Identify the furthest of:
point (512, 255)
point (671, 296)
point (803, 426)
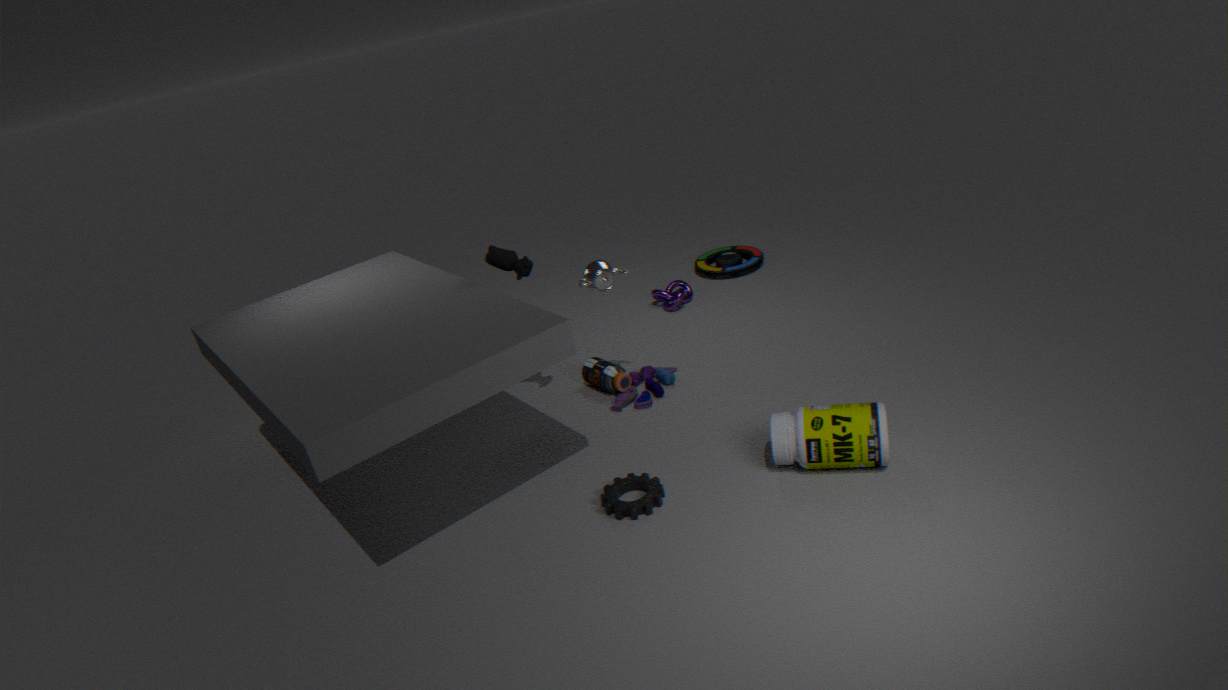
point (671, 296)
